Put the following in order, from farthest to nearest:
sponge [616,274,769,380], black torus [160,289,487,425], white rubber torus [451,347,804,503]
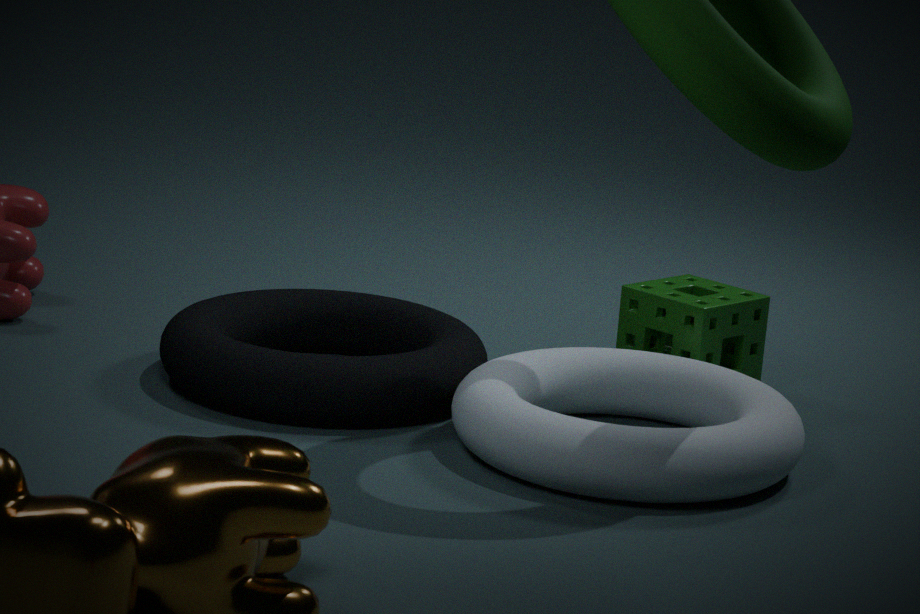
sponge [616,274,769,380] < black torus [160,289,487,425] < white rubber torus [451,347,804,503]
